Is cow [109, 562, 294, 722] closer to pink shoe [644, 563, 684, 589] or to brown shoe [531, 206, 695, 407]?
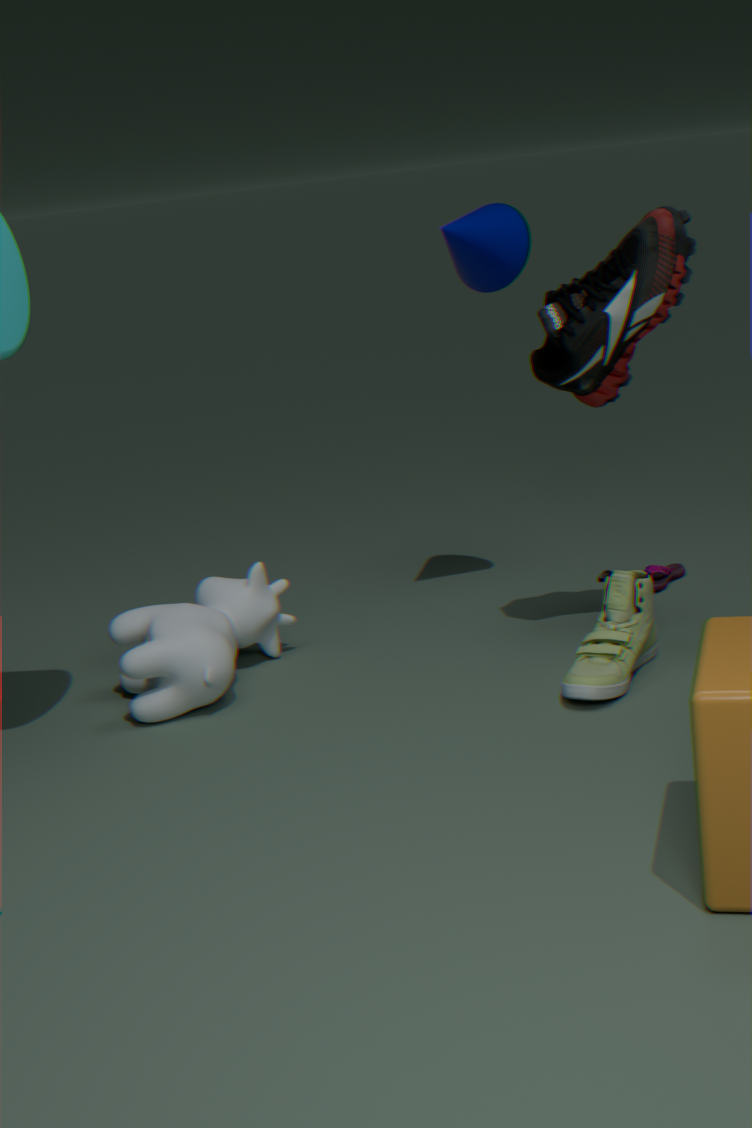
brown shoe [531, 206, 695, 407]
